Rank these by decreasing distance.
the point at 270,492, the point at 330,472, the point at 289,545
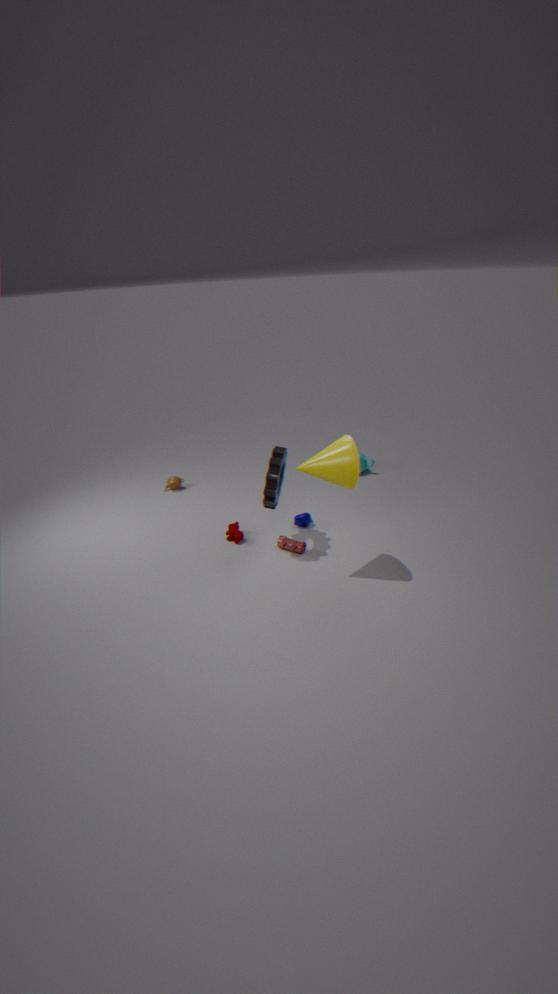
1. the point at 289,545
2. the point at 270,492
3. the point at 330,472
